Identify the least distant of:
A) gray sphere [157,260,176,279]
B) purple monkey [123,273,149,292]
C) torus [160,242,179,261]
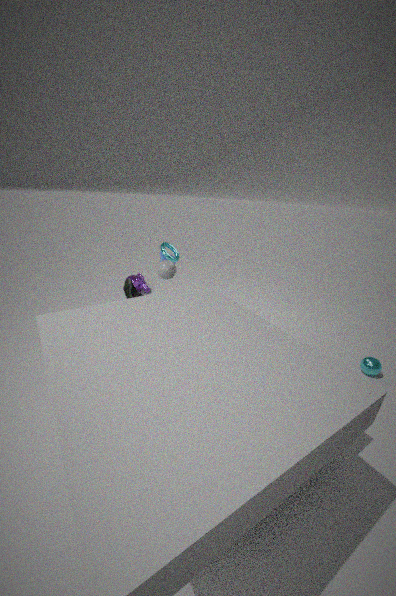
gray sphere [157,260,176,279]
